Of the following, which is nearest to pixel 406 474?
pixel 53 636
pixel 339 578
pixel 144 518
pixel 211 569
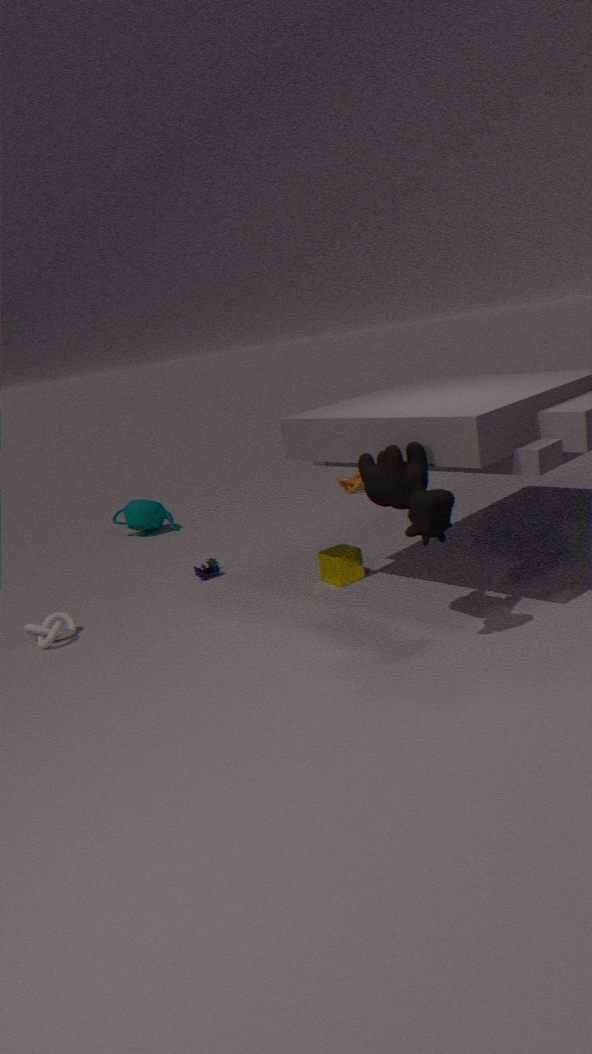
pixel 339 578
